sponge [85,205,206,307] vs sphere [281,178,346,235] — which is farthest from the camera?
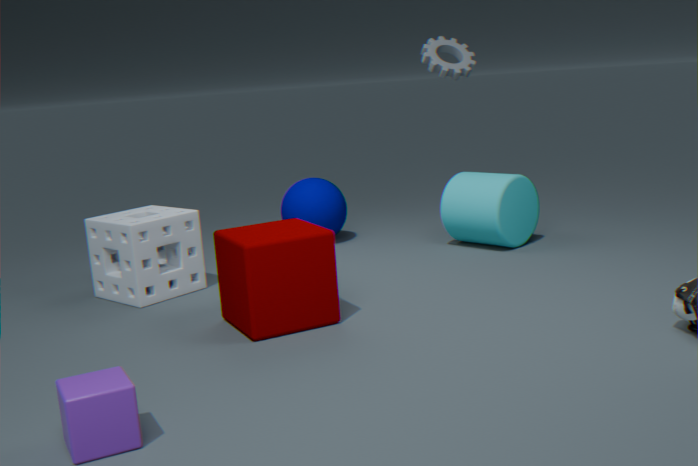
sphere [281,178,346,235]
